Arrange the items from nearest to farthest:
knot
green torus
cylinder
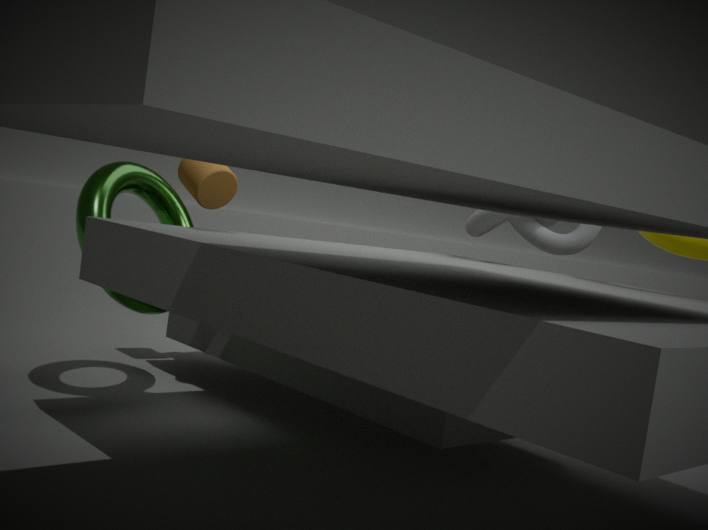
green torus < knot < cylinder
